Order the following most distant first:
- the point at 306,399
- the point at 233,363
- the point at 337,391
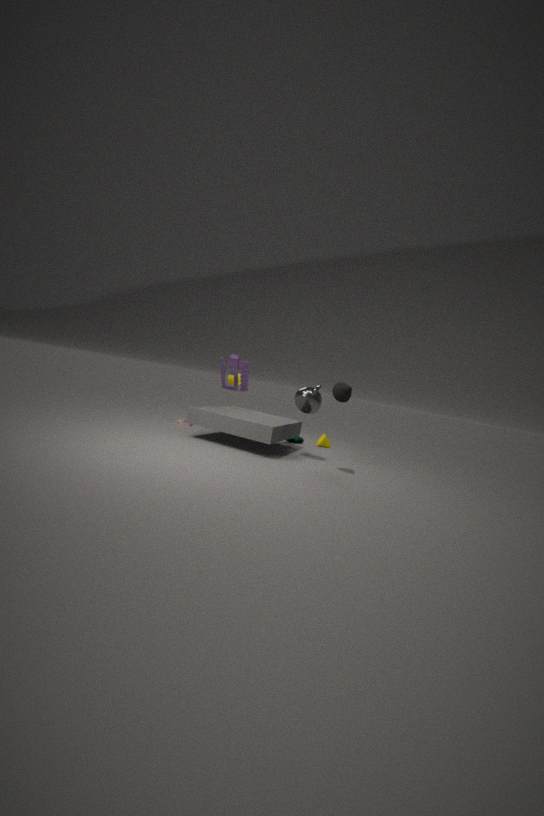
the point at 233,363 → the point at 306,399 → the point at 337,391
